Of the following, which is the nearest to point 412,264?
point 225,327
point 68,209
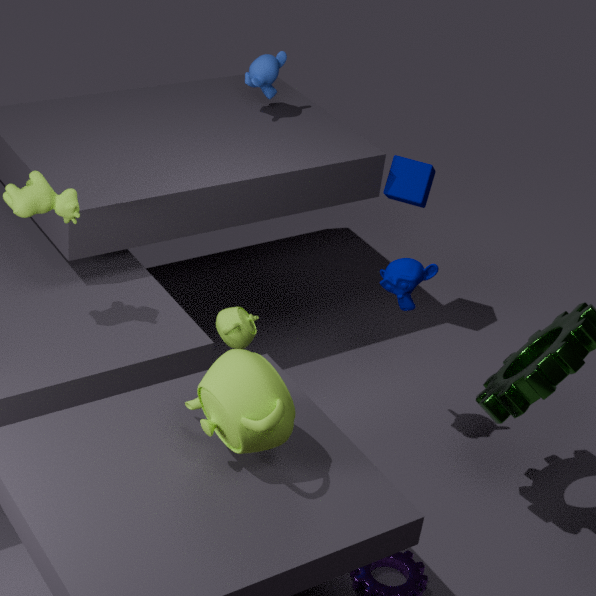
point 225,327
